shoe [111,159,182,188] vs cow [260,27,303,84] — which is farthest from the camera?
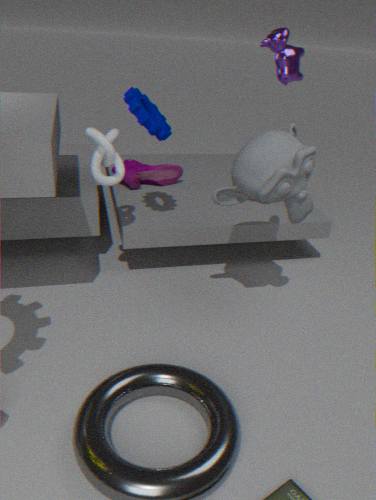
shoe [111,159,182,188]
